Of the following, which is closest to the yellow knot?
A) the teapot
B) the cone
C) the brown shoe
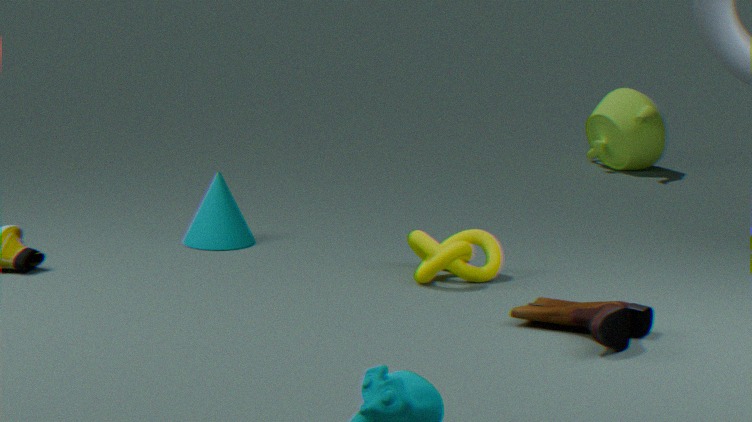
the brown shoe
